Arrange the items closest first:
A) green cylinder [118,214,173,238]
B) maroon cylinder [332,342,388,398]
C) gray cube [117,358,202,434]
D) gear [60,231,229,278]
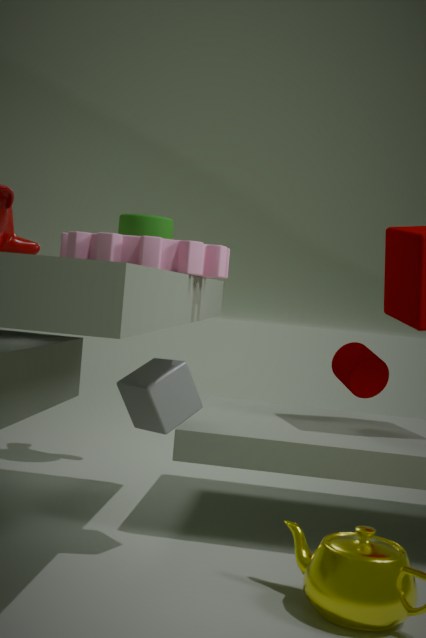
gear [60,231,229,278] → gray cube [117,358,202,434] → green cylinder [118,214,173,238] → maroon cylinder [332,342,388,398]
